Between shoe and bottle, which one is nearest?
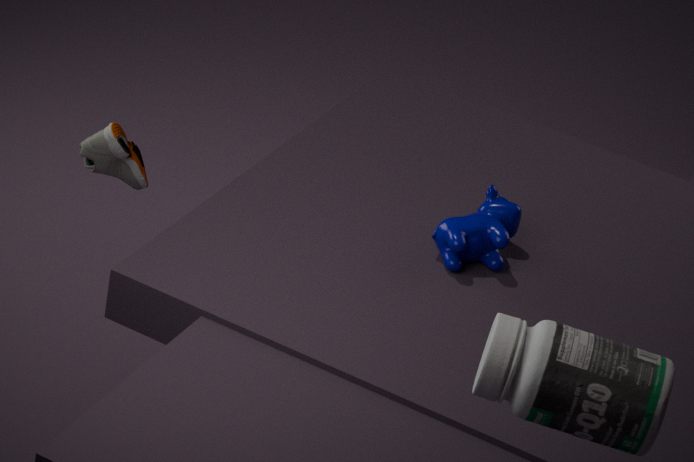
bottle
